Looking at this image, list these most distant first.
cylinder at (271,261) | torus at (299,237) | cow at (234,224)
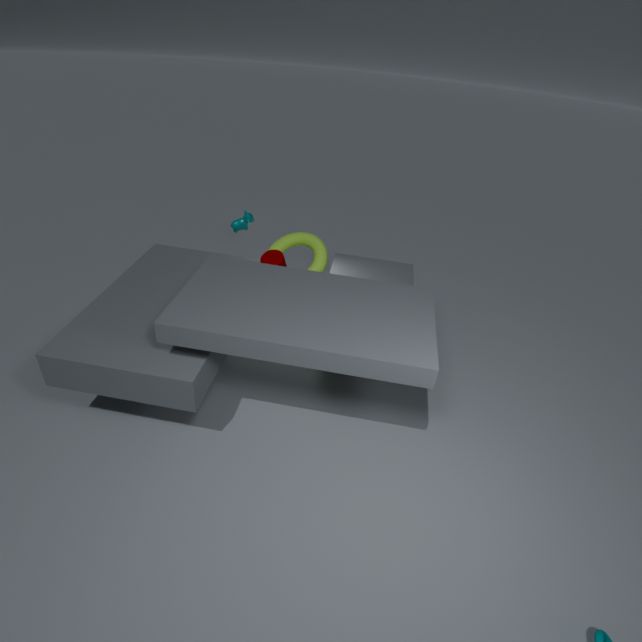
1. cow at (234,224)
2. torus at (299,237)
3. cylinder at (271,261)
